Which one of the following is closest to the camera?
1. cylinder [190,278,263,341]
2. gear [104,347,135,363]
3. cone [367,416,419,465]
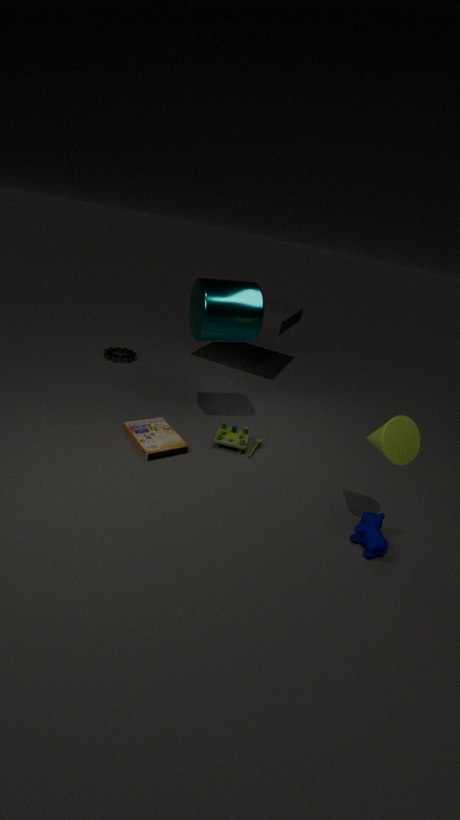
cone [367,416,419,465]
